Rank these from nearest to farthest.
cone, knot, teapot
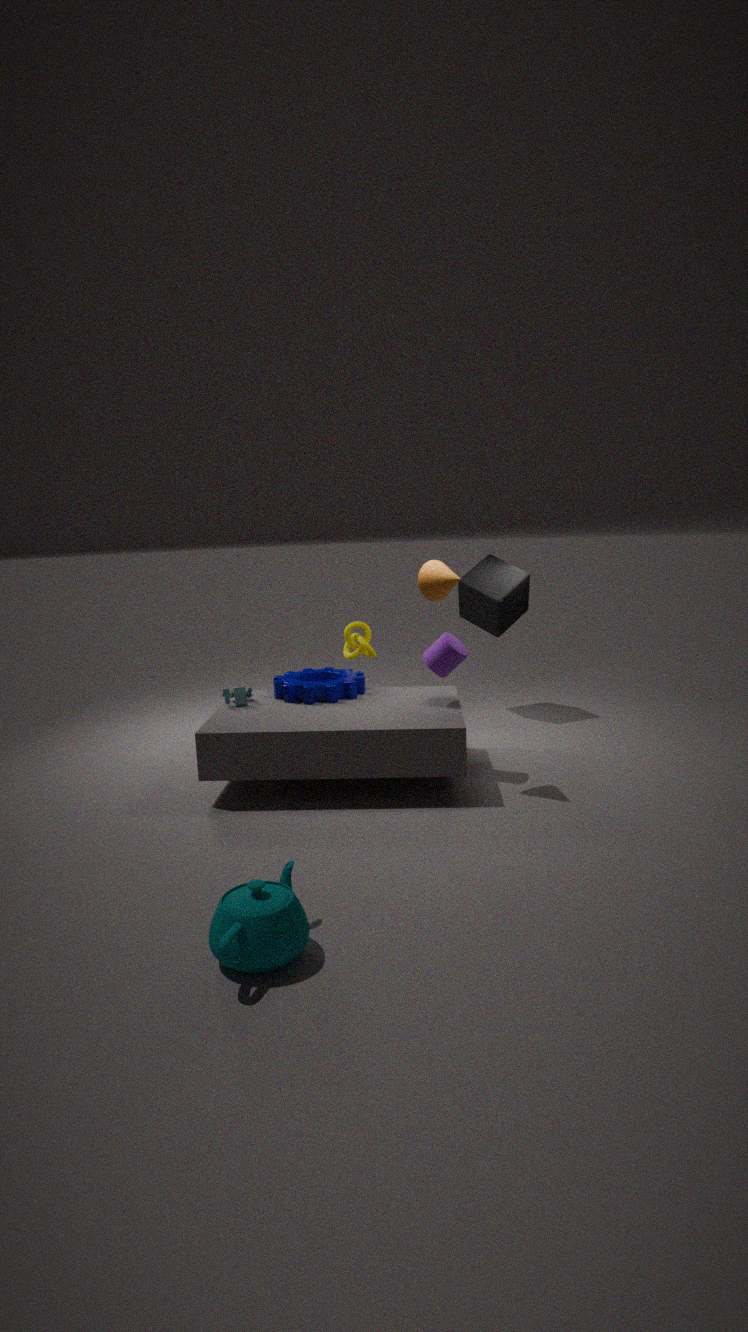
teapot < cone < knot
